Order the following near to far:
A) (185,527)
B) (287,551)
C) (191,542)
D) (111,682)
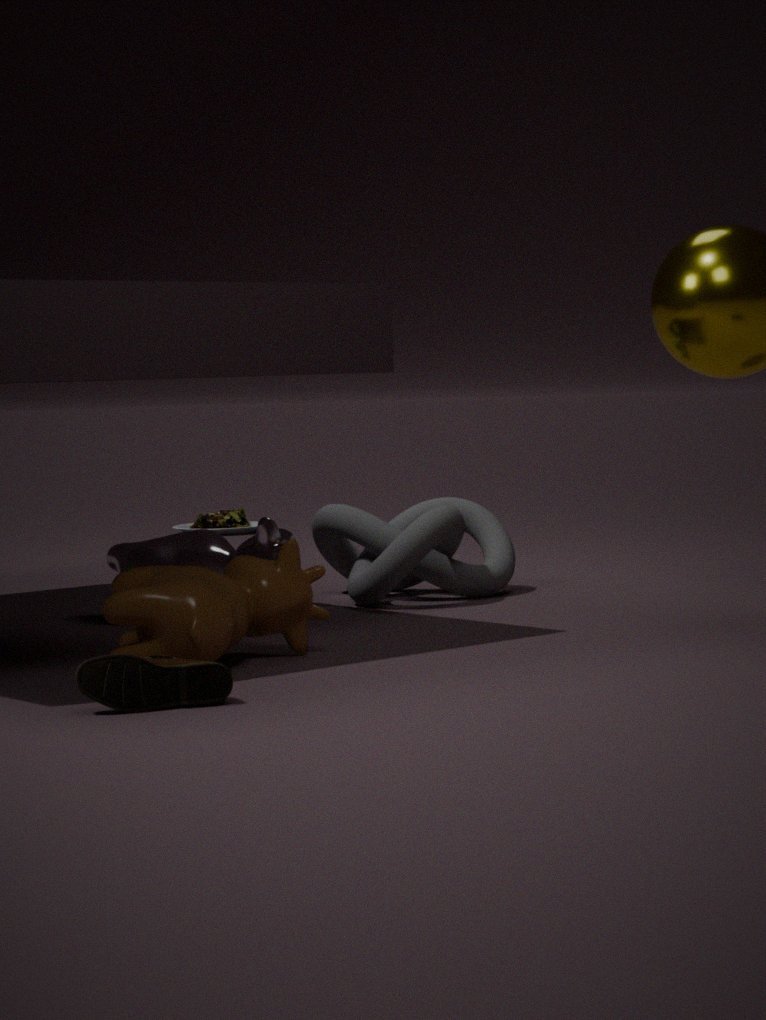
1. (111,682)
2. (287,551)
3. (191,542)
4. (185,527)
